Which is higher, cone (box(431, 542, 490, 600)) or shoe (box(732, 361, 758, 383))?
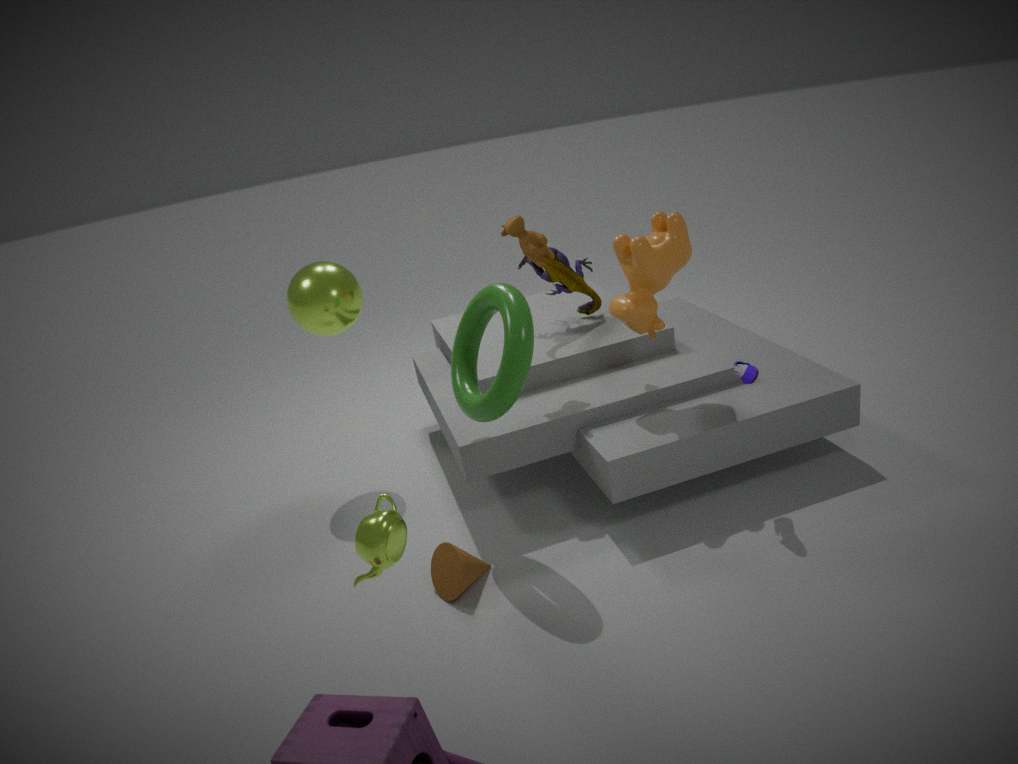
shoe (box(732, 361, 758, 383))
